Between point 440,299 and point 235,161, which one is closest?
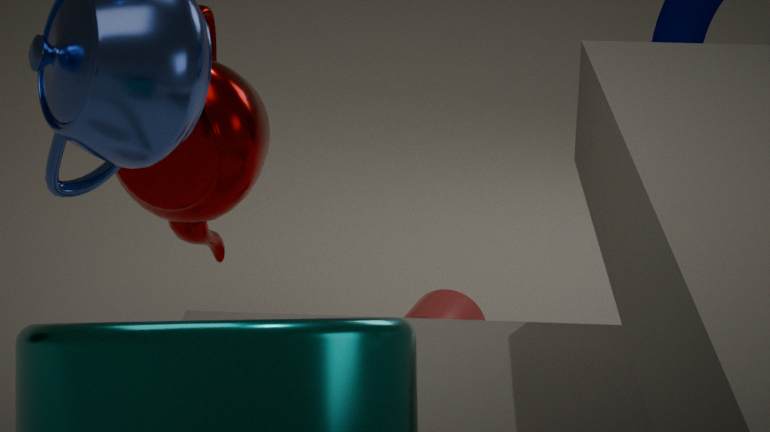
point 235,161
